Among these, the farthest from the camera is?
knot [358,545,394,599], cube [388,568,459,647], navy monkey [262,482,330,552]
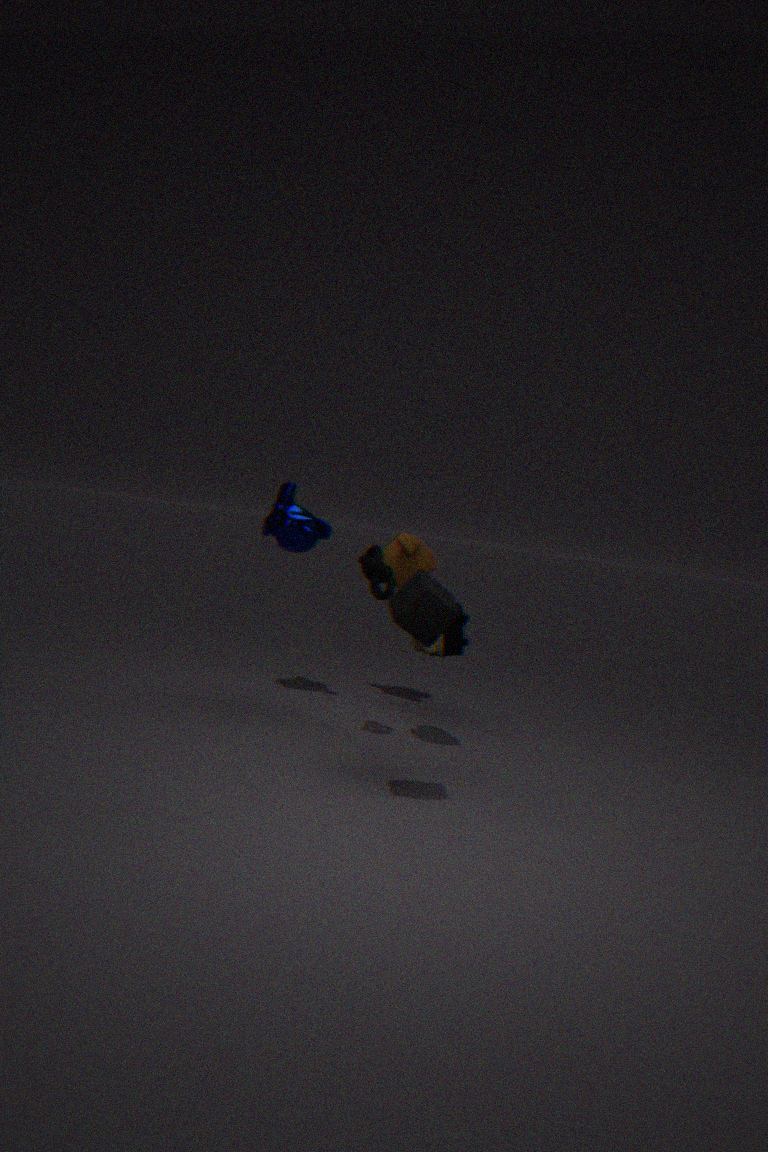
navy monkey [262,482,330,552]
